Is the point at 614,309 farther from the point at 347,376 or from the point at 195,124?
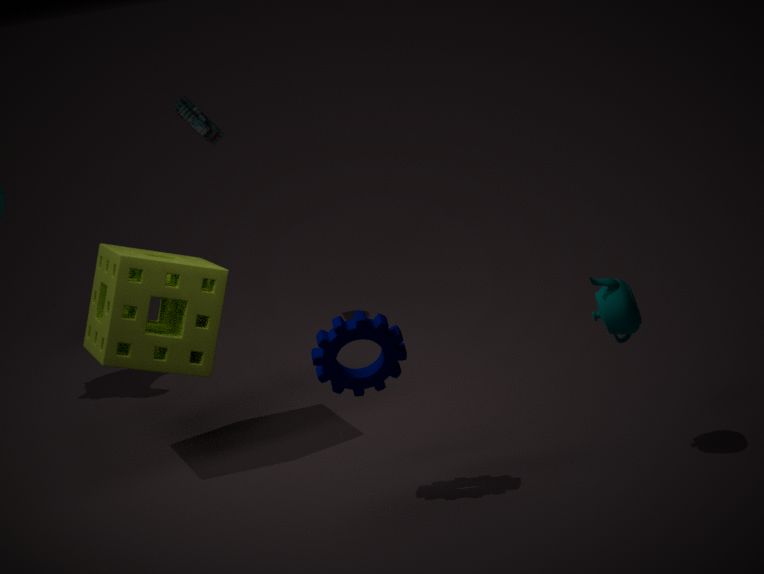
the point at 195,124
